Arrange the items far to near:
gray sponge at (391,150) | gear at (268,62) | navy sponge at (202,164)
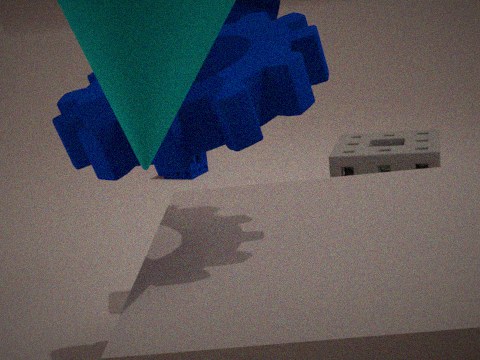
navy sponge at (202,164) → gray sponge at (391,150) → gear at (268,62)
